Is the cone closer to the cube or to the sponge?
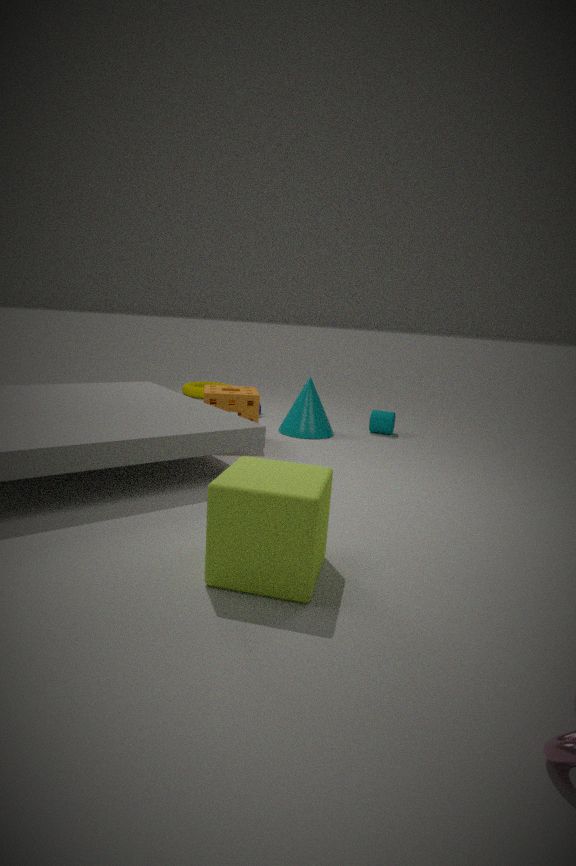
the sponge
